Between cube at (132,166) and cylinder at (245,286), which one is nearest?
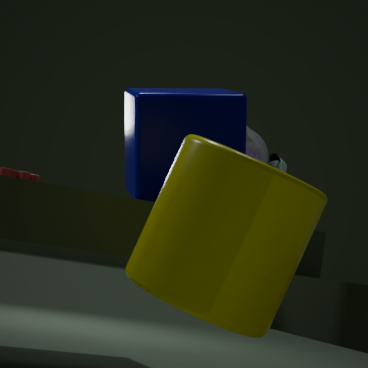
cylinder at (245,286)
